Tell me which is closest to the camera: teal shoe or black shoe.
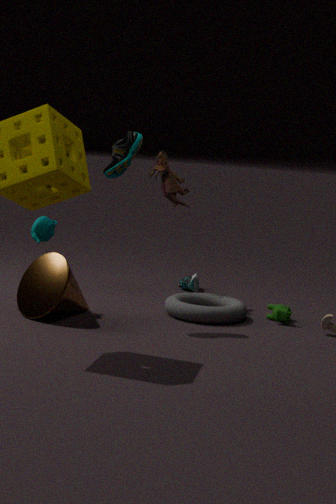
teal shoe
